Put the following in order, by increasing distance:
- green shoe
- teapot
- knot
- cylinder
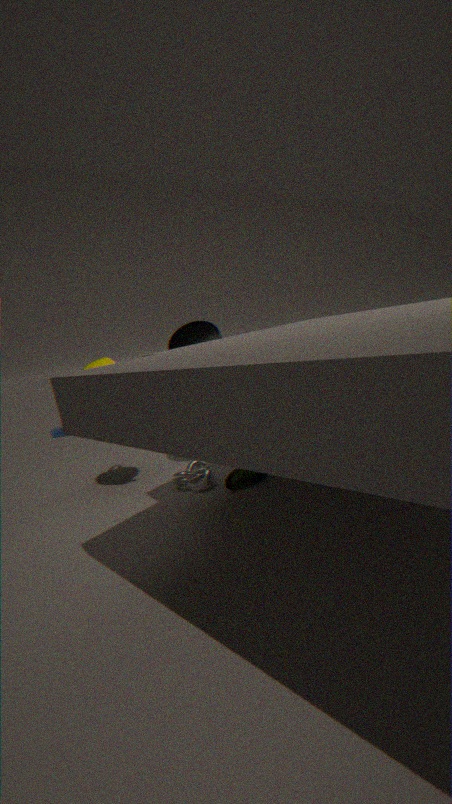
green shoe < teapot < knot < cylinder
